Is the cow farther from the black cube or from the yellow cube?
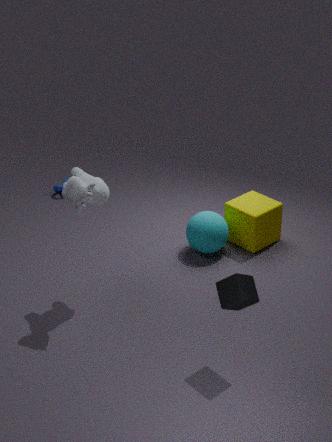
the yellow cube
